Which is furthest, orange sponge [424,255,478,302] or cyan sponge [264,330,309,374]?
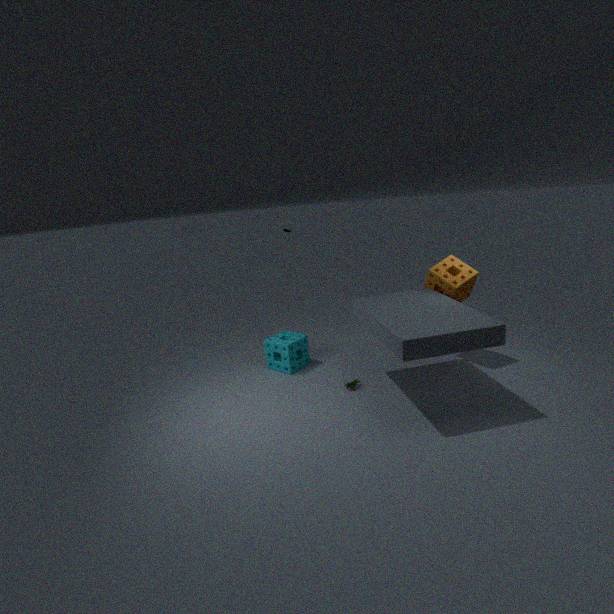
cyan sponge [264,330,309,374]
